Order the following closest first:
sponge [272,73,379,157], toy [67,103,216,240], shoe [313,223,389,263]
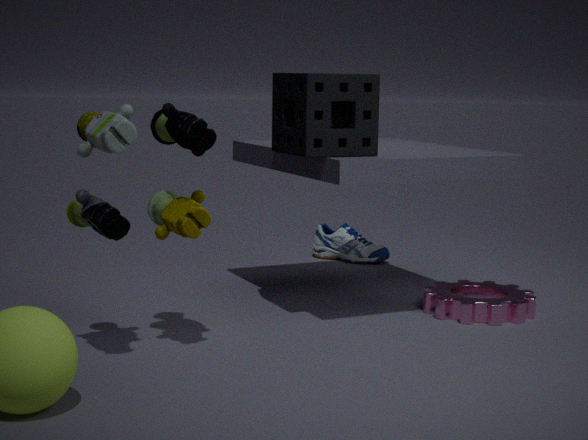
toy [67,103,216,240] < sponge [272,73,379,157] < shoe [313,223,389,263]
